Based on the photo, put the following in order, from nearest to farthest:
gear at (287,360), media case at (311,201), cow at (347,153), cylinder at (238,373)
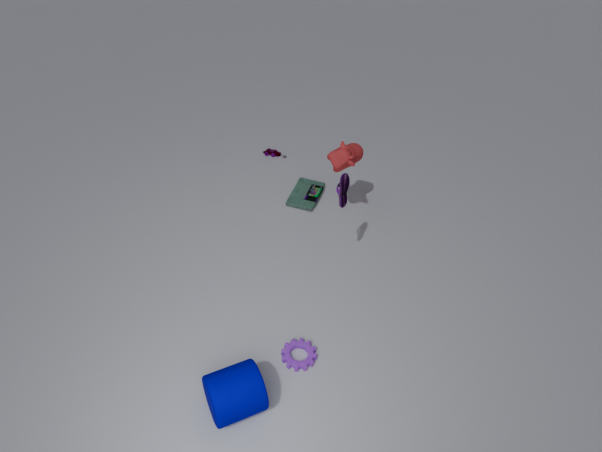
cylinder at (238,373)
gear at (287,360)
cow at (347,153)
media case at (311,201)
